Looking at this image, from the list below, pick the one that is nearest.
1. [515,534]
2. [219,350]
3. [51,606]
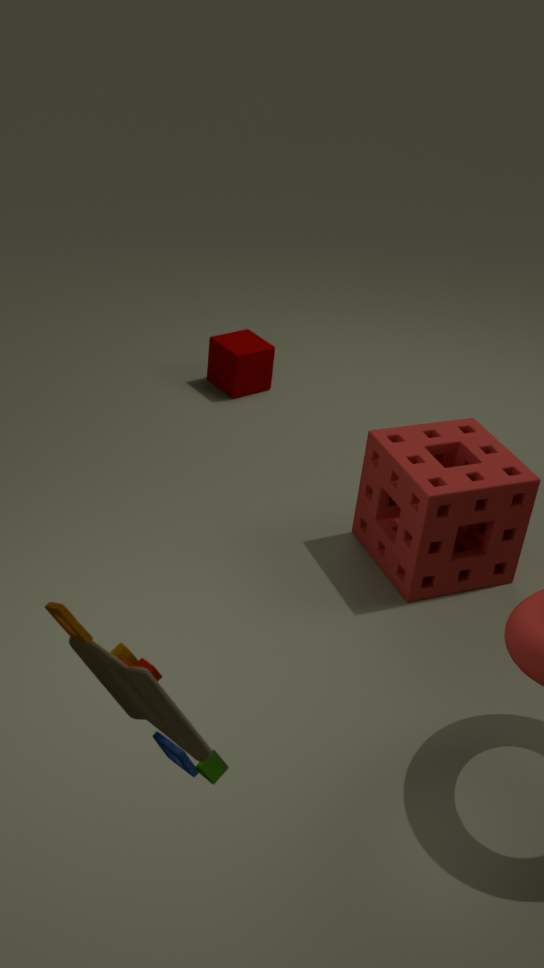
[51,606]
